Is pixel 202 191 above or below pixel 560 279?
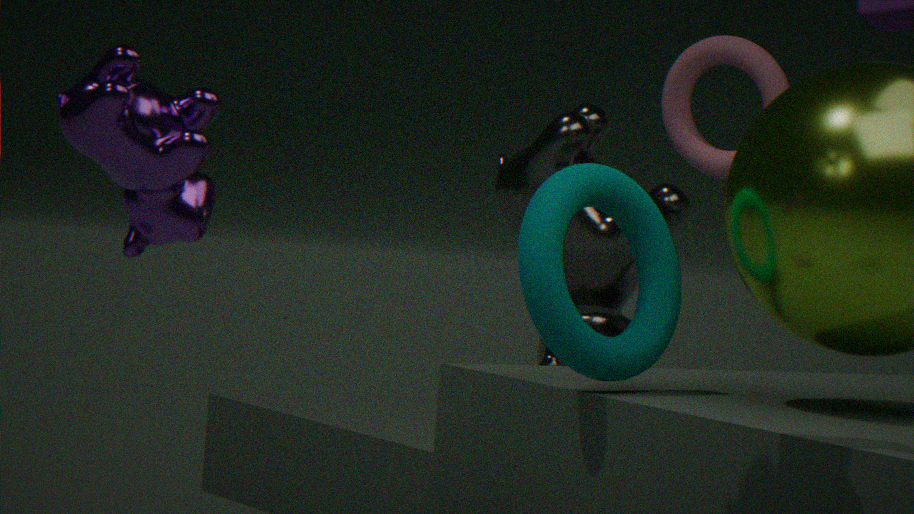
above
